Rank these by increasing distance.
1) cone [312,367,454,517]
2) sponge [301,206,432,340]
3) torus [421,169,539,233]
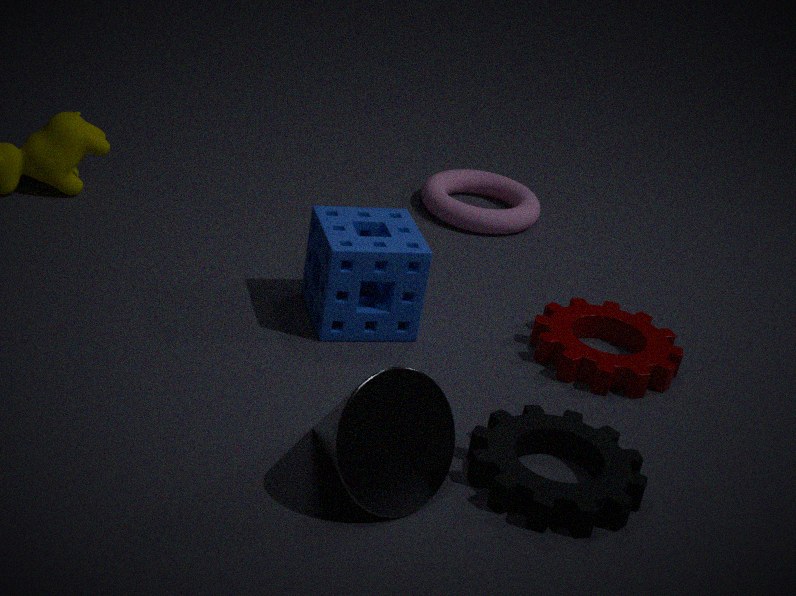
1. cone [312,367,454,517] < 2. sponge [301,206,432,340] < 3. torus [421,169,539,233]
